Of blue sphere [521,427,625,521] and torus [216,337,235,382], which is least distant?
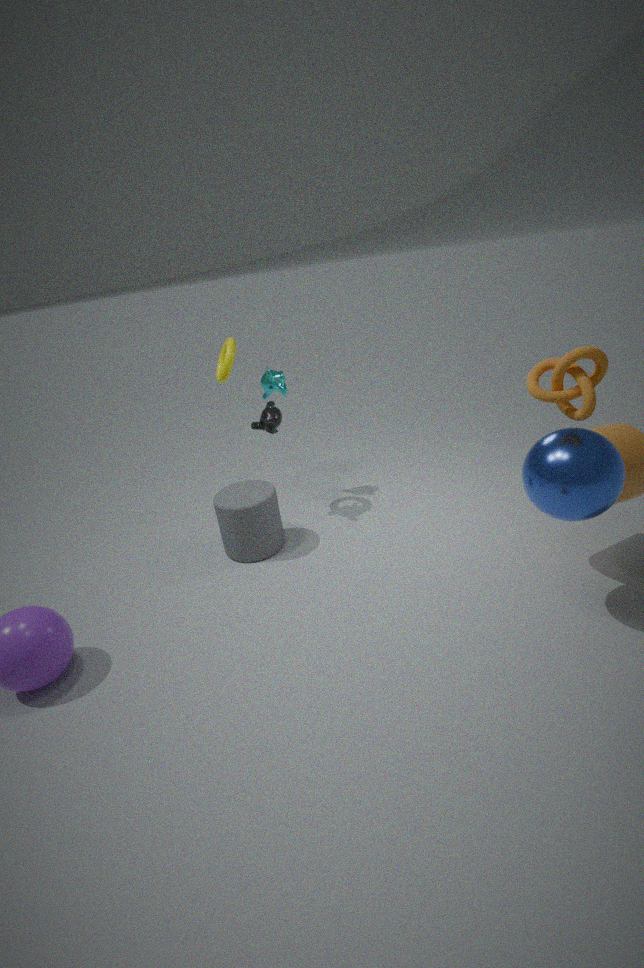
blue sphere [521,427,625,521]
